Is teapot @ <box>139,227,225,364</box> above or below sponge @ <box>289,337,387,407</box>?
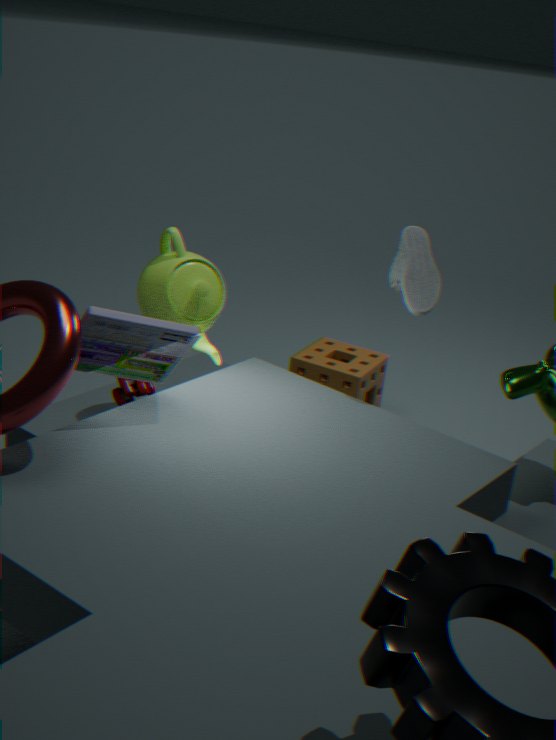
above
